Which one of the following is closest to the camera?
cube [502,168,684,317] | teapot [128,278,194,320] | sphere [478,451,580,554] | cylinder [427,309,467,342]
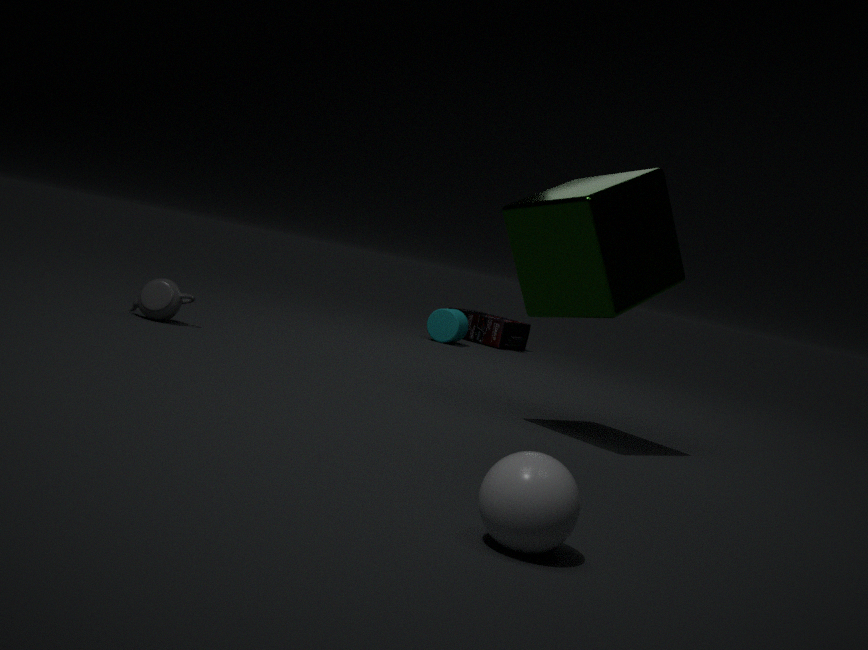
sphere [478,451,580,554]
